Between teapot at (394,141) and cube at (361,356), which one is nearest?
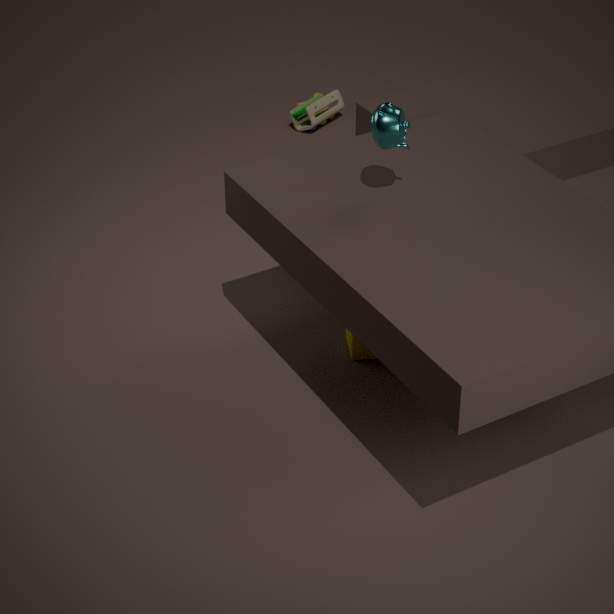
teapot at (394,141)
